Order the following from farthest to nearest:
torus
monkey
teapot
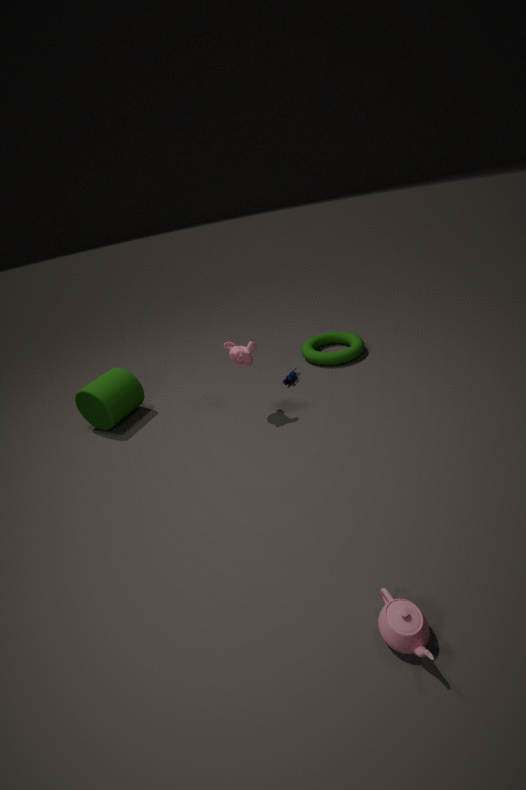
torus
monkey
teapot
